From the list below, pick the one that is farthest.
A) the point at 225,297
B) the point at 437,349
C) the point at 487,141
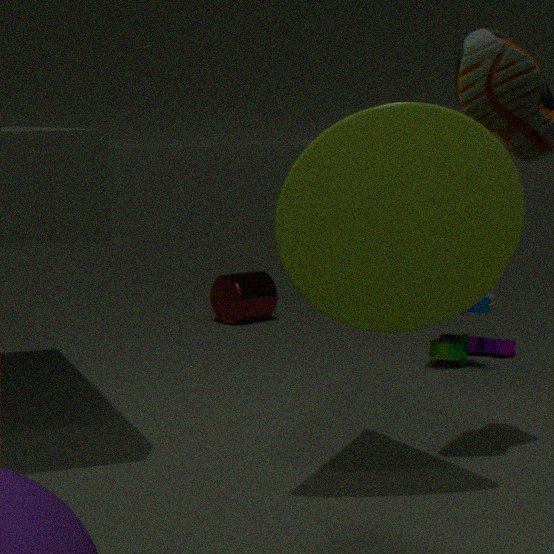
the point at 225,297
